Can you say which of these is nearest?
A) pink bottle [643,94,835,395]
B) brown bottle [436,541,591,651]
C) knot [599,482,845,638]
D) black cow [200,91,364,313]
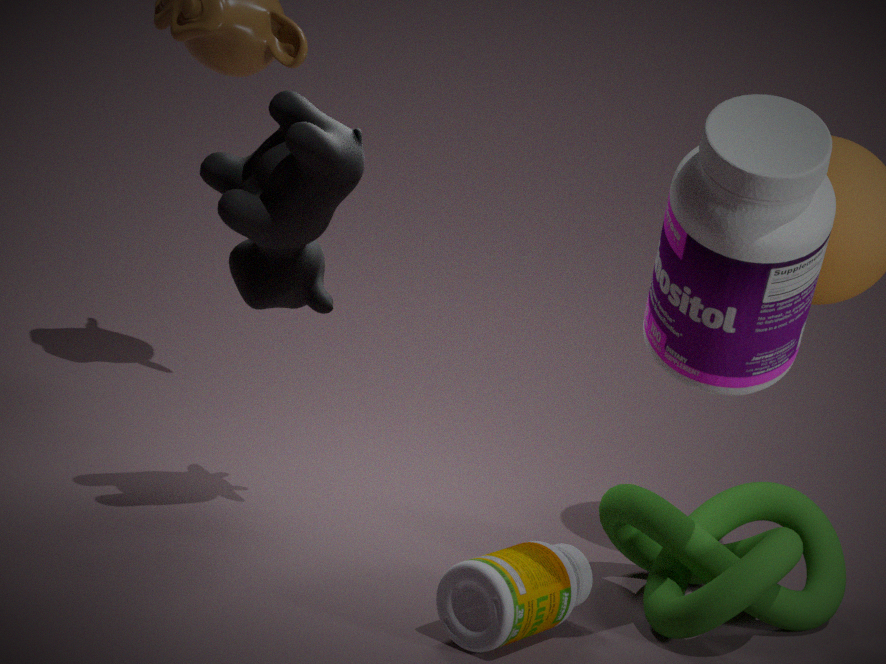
pink bottle [643,94,835,395]
